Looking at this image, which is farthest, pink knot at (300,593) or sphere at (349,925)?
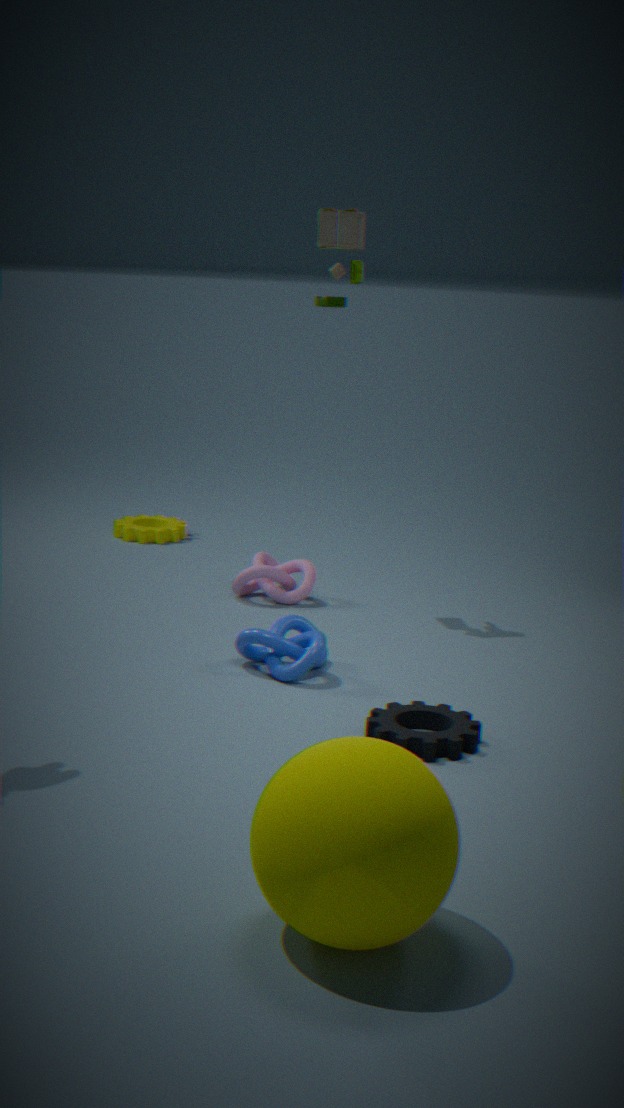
pink knot at (300,593)
